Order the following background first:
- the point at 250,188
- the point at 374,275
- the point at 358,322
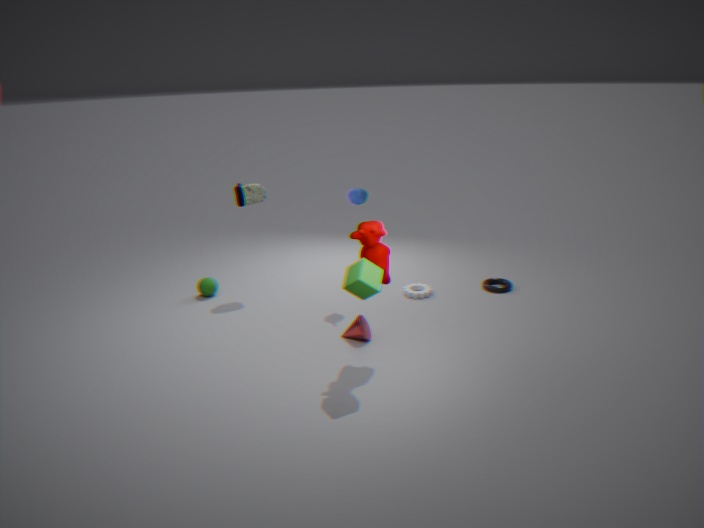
1. the point at 250,188
2. the point at 358,322
3. the point at 374,275
